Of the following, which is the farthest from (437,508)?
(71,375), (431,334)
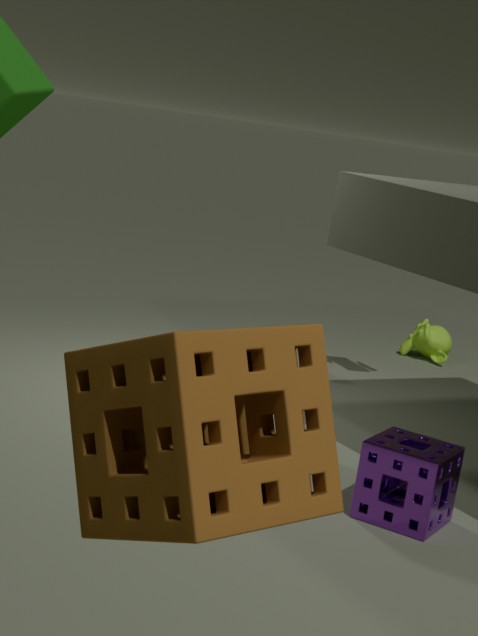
(431,334)
